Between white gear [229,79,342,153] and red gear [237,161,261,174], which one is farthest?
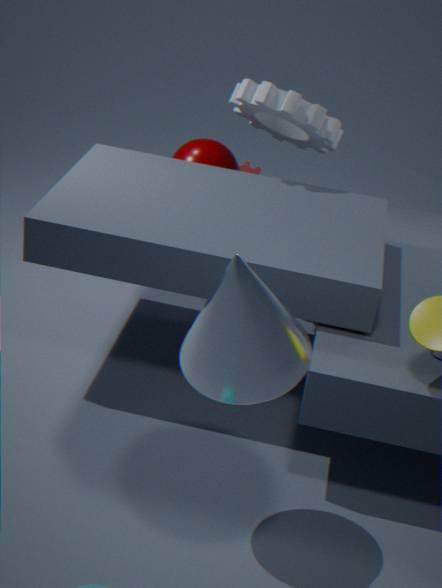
red gear [237,161,261,174]
